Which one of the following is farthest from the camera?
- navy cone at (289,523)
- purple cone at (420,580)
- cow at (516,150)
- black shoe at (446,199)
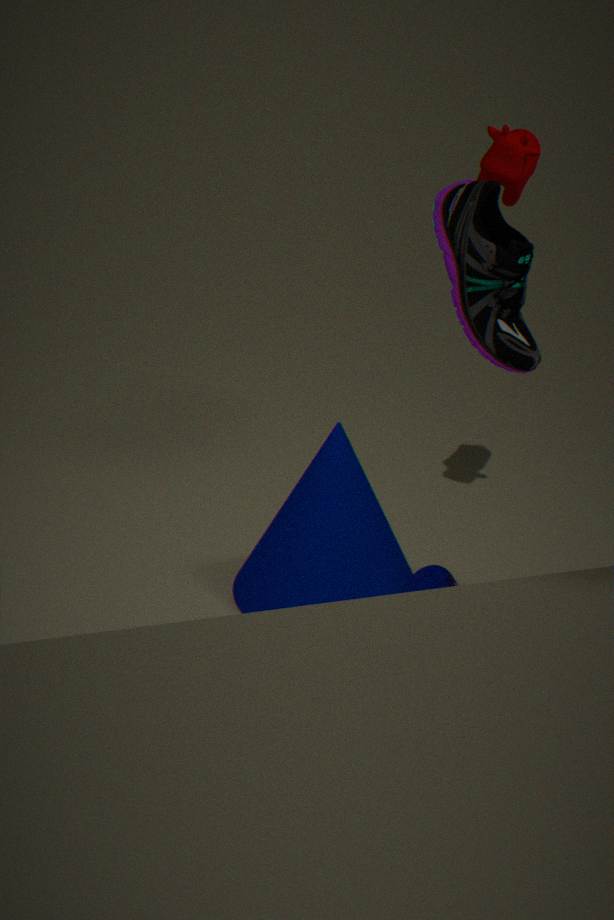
navy cone at (289,523)
